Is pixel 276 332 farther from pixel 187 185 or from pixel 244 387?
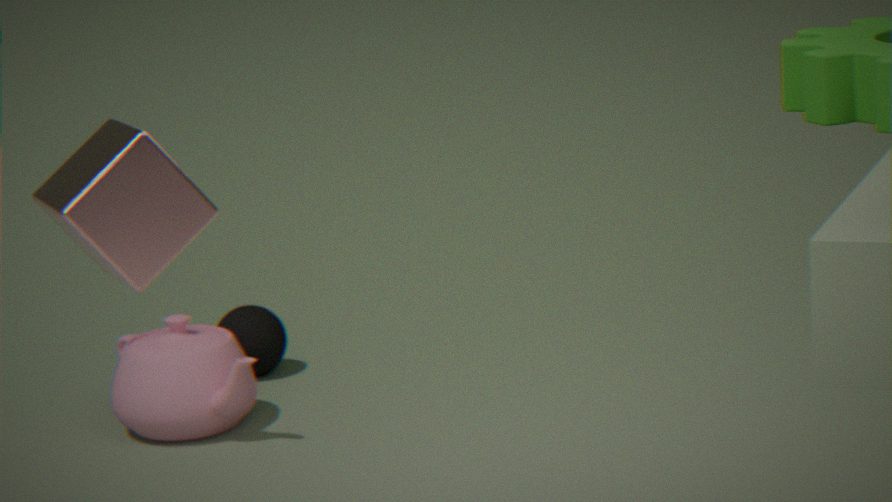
pixel 187 185
